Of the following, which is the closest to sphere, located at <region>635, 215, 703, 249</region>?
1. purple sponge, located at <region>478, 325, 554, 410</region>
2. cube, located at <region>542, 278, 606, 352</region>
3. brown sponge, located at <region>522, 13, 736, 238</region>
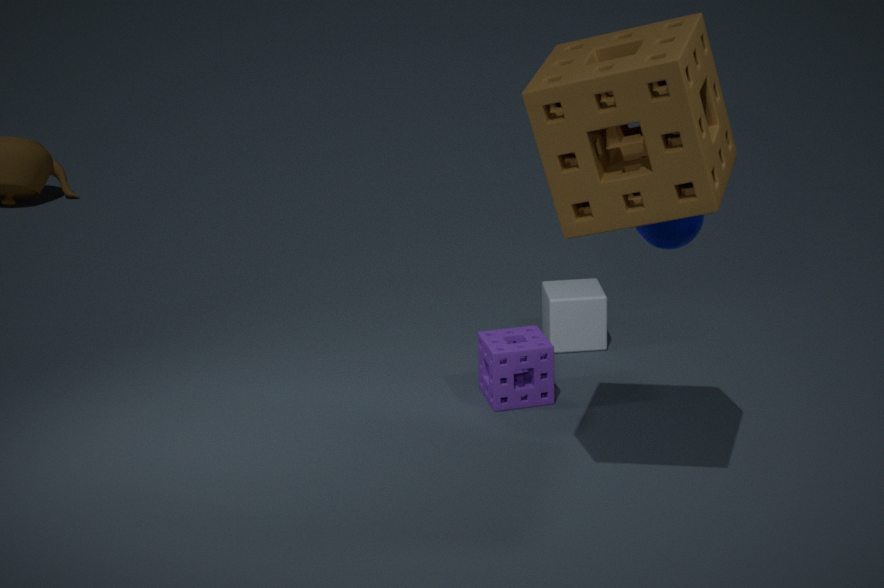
brown sponge, located at <region>522, 13, 736, 238</region>
